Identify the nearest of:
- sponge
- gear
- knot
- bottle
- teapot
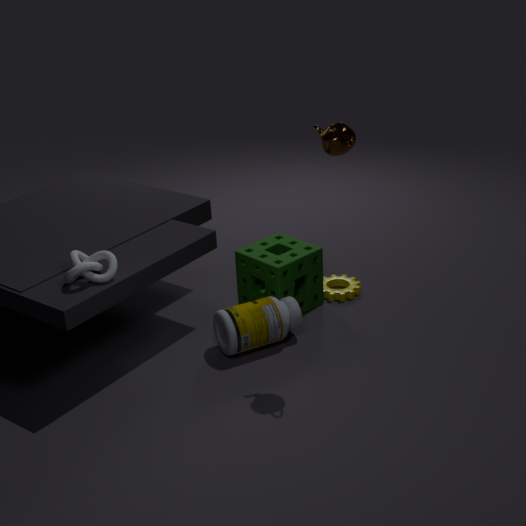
teapot
